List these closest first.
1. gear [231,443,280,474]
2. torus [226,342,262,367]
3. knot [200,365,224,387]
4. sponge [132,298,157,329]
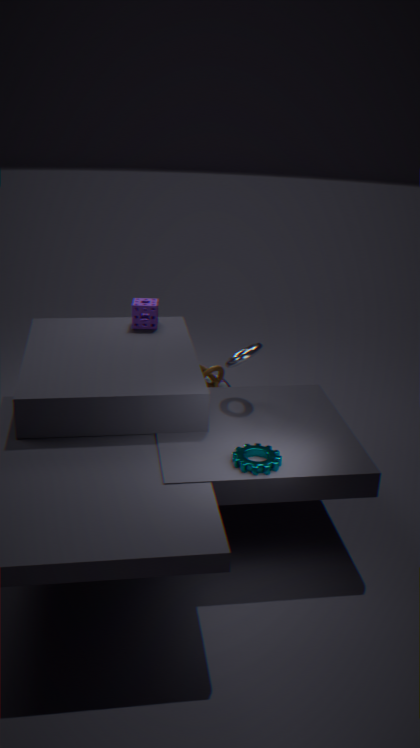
gear [231,443,280,474] < torus [226,342,262,367] < knot [200,365,224,387] < sponge [132,298,157,329]
